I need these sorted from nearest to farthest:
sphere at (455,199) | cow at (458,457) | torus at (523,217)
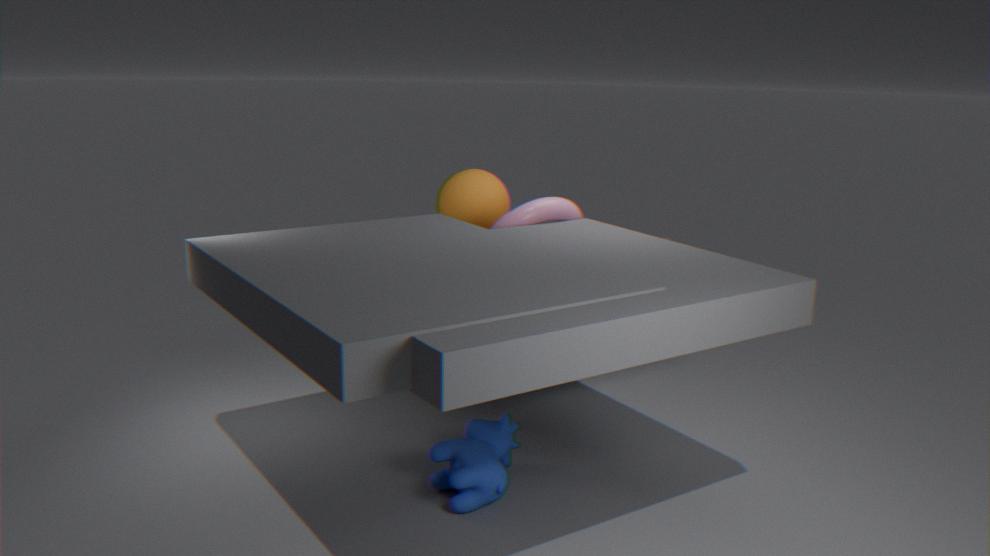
cow at (458,457), torus at (523,217), sphere at (455,199)
